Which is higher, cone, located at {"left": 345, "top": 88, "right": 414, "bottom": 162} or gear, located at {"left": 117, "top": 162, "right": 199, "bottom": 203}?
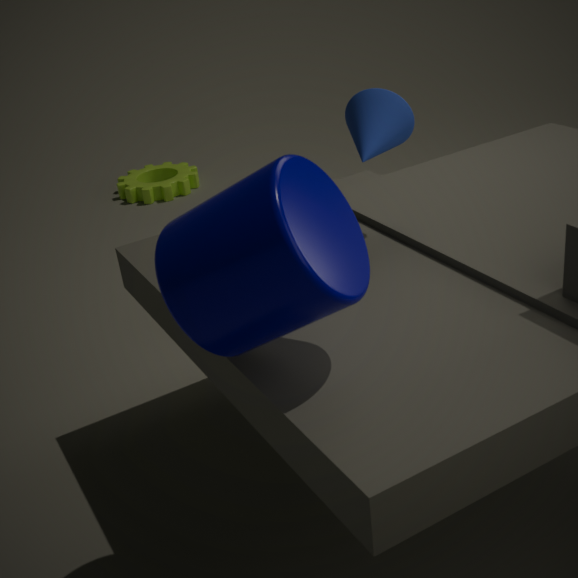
cone, located at {"left": 345, "top": 88, "right": 414, "bottom": 162}
